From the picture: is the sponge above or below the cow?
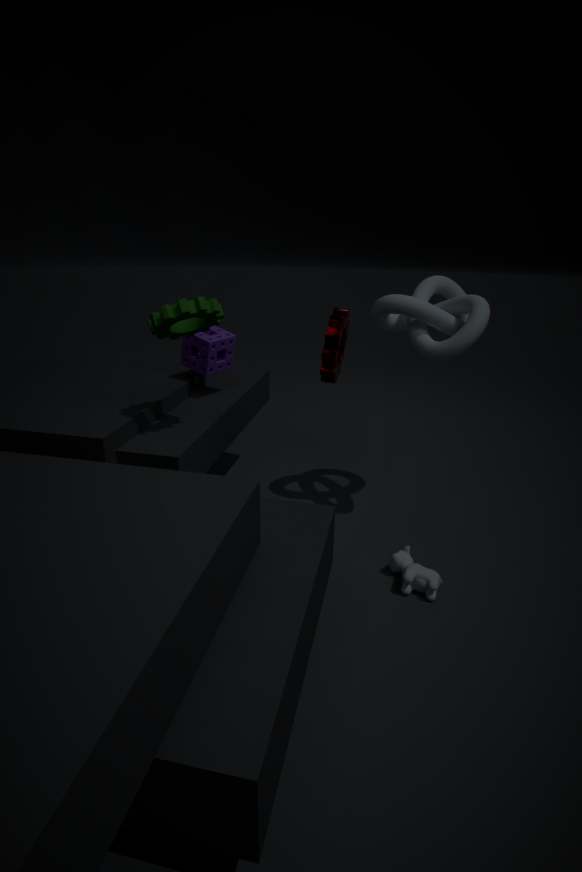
above
